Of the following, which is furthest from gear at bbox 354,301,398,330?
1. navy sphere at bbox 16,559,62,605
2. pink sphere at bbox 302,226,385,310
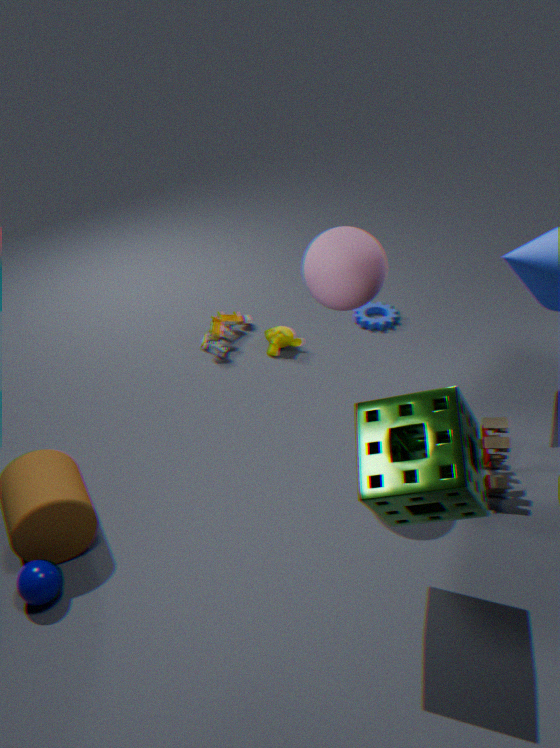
navy sphere at bbox 16,559,62,605
